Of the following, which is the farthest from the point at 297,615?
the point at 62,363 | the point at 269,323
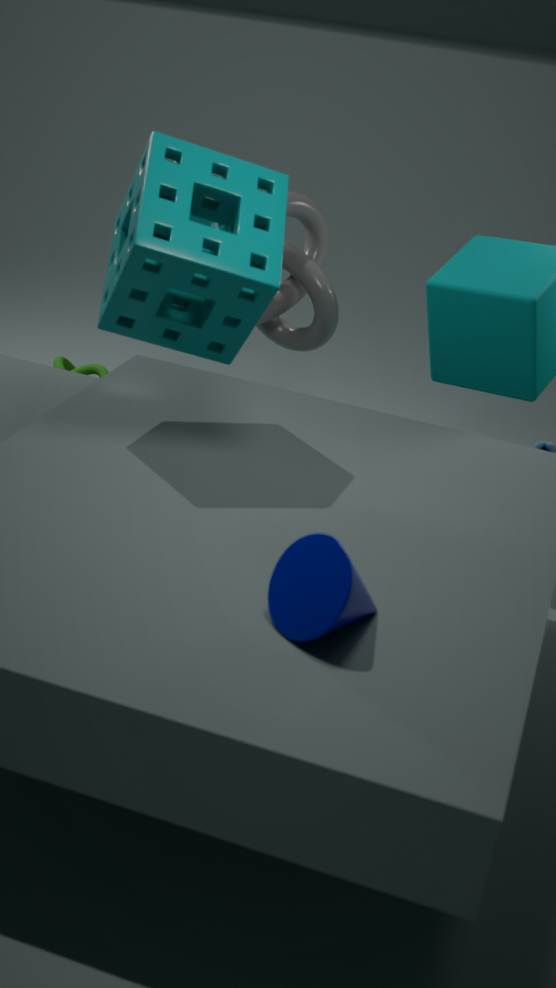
the point at 62,363
